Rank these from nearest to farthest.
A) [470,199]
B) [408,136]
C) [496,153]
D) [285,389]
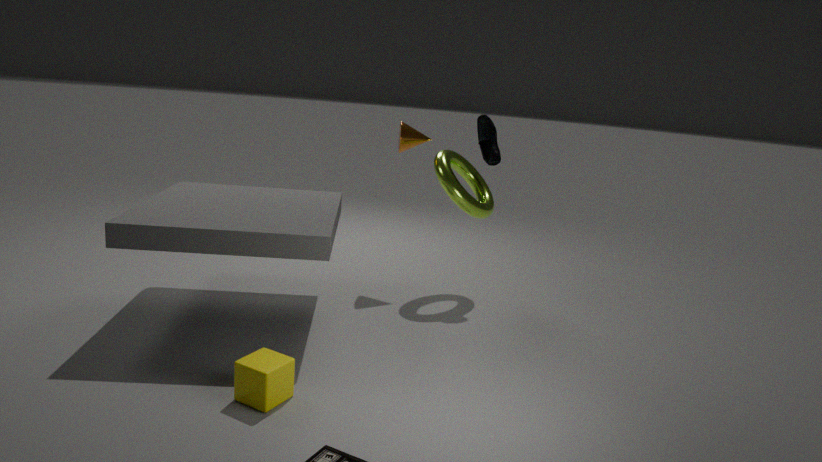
[285,389]
[470,199]
[496,153]
[408,136]
